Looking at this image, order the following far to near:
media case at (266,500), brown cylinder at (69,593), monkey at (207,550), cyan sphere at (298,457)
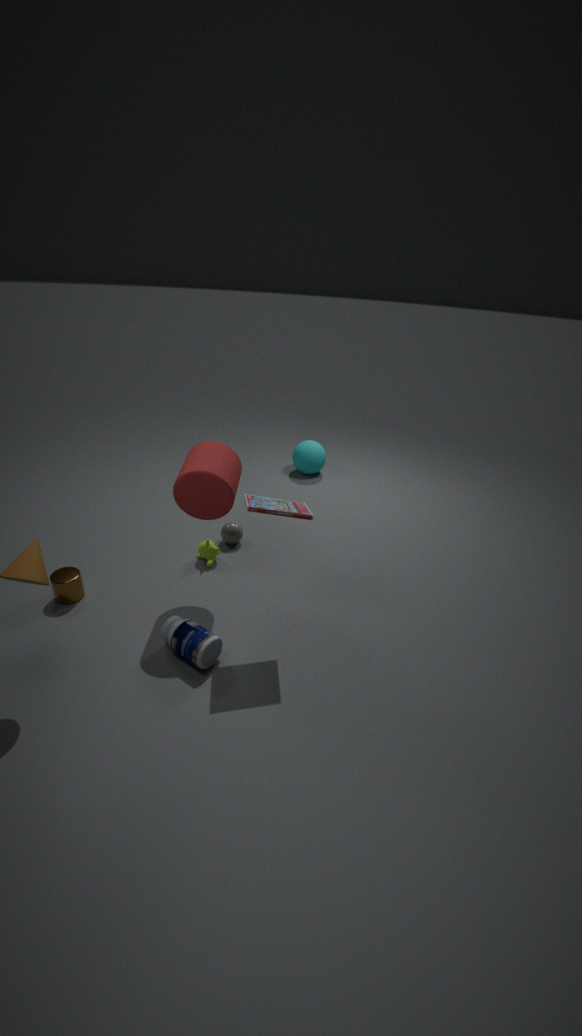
cyan sphere at (298,457), monkey at (207,550), brown cylinder at (69,593), media case at (266,500)
